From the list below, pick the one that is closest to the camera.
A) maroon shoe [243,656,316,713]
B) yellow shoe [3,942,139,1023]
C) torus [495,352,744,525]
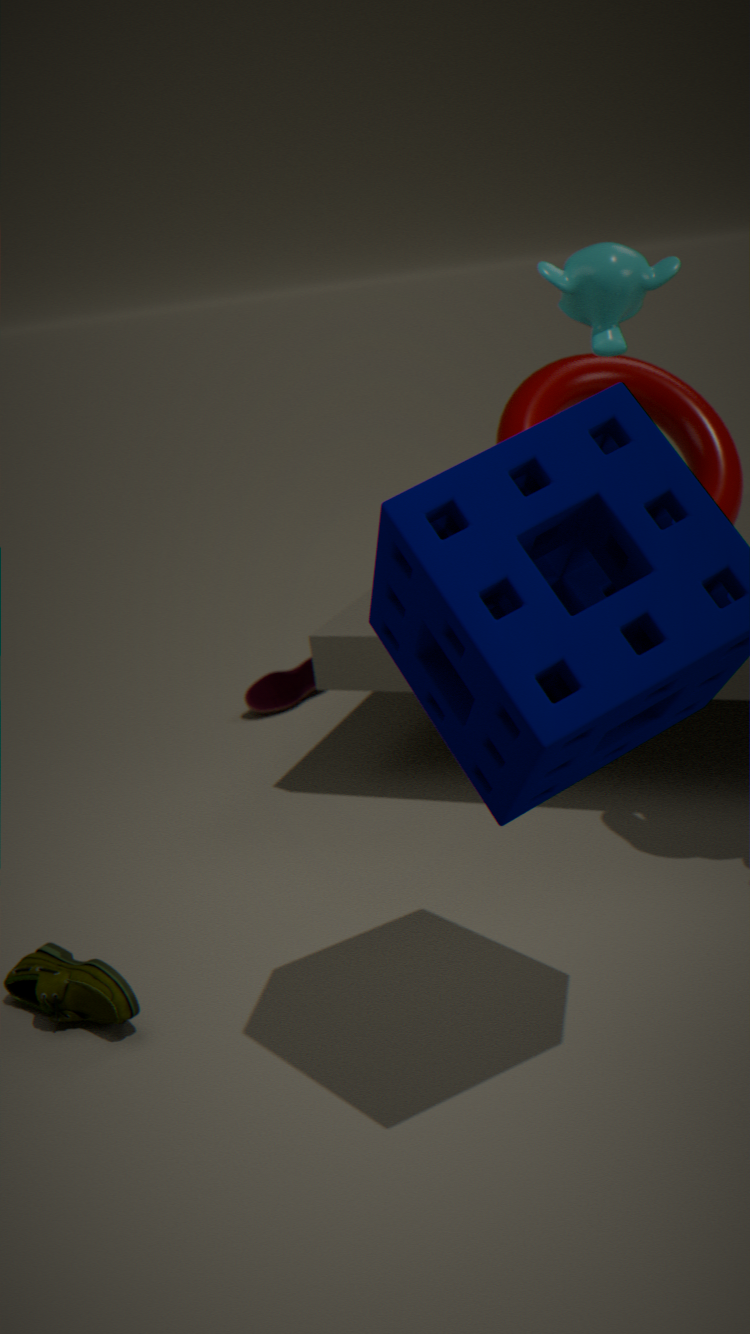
yellow shoe [3,942,139,1023]
